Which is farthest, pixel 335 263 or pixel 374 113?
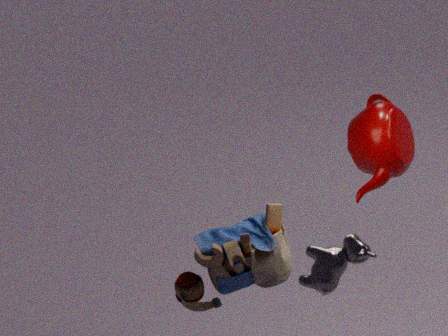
pixel 374 113
